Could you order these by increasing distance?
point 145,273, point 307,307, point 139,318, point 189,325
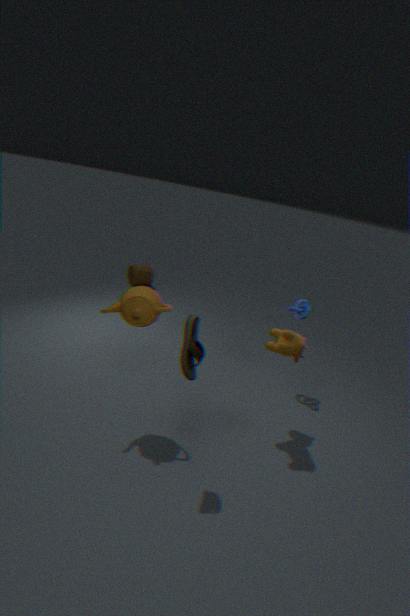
point 189,325 < point 139,318 < point 307,307 < point 145,273
